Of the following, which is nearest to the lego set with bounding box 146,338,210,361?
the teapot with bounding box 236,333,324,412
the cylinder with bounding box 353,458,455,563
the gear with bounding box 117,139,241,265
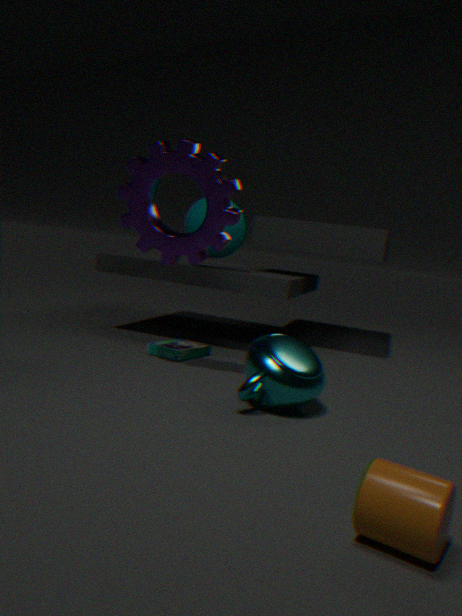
the gear with bounding box 117,139,241,265
